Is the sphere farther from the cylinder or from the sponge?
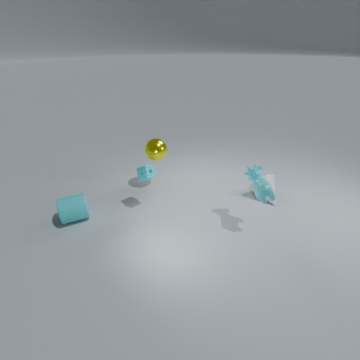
the cylinder
